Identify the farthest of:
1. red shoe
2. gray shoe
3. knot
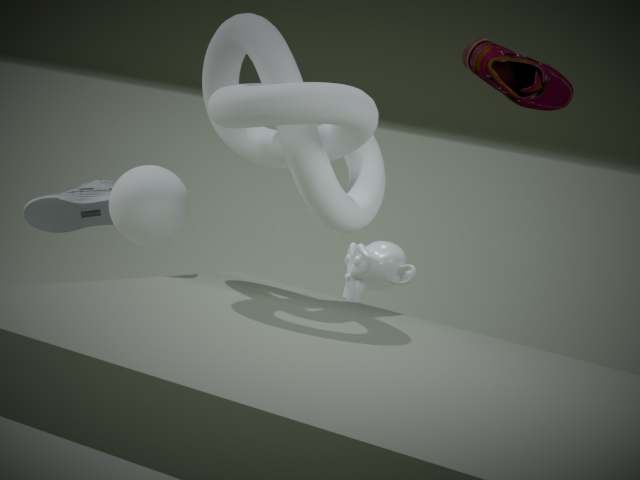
gray shoe
